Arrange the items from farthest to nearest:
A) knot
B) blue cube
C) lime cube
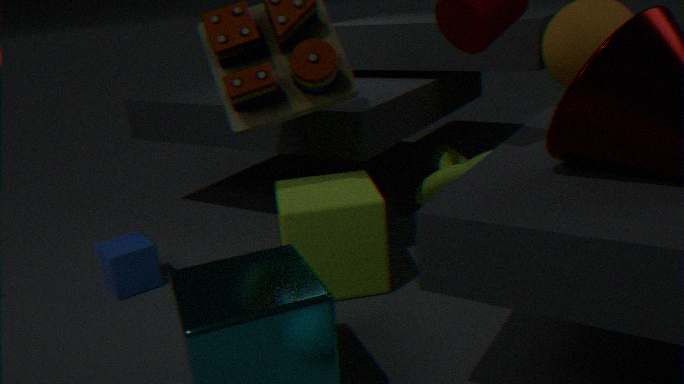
knot, blue cube, lime cube
